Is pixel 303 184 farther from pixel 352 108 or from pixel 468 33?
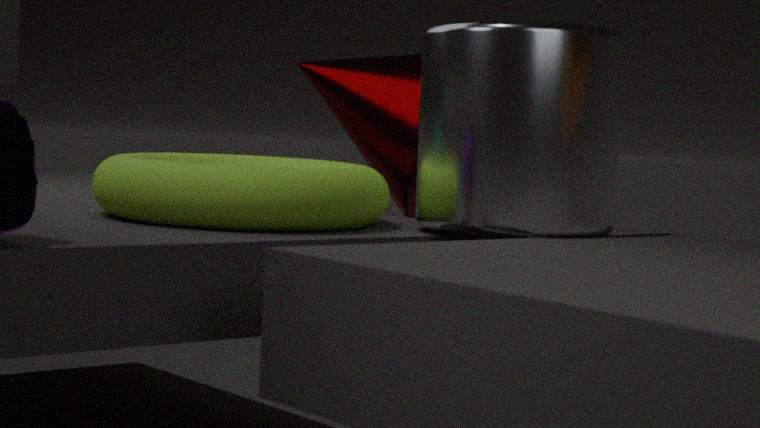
pixel 352 108
